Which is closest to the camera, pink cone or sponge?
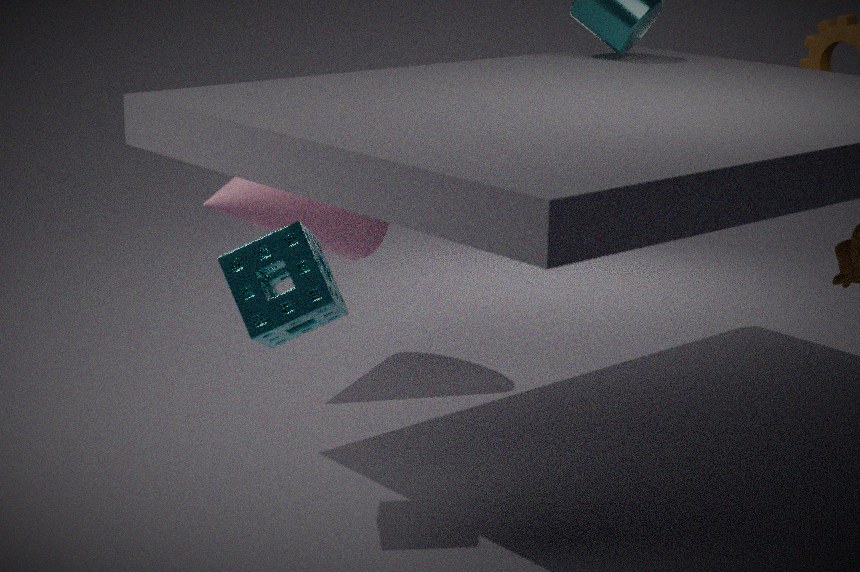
sponge
